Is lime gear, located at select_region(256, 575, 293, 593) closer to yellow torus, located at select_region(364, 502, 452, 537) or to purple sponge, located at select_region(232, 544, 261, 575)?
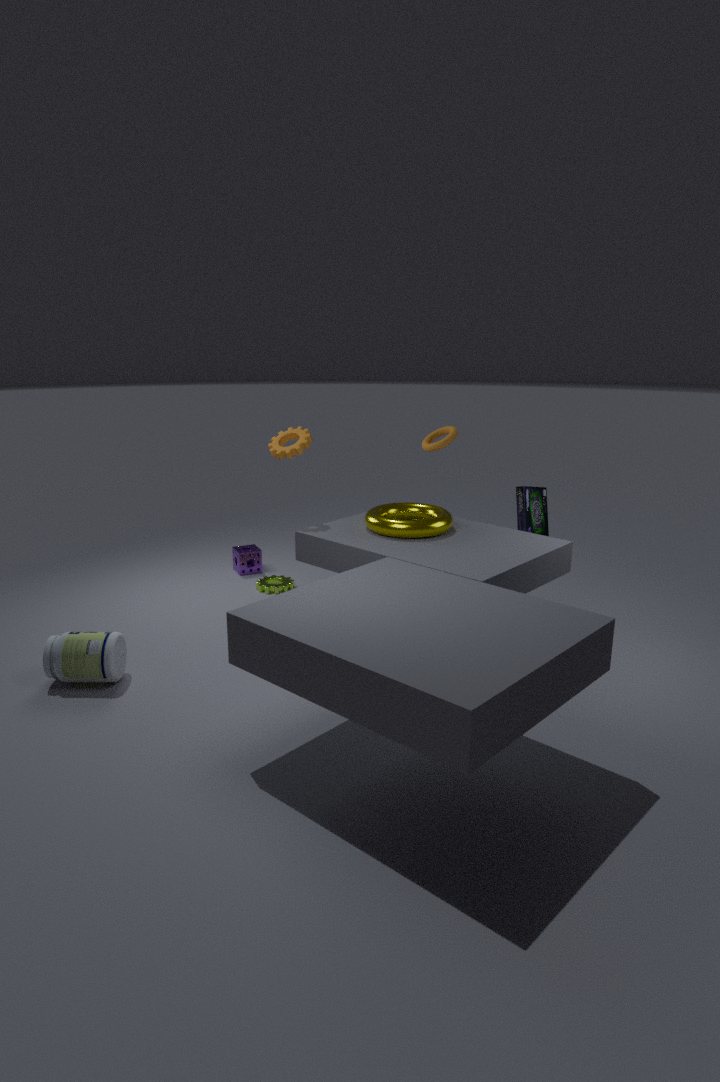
purple sponge, located at select_region(232, 544, 261, 575)
